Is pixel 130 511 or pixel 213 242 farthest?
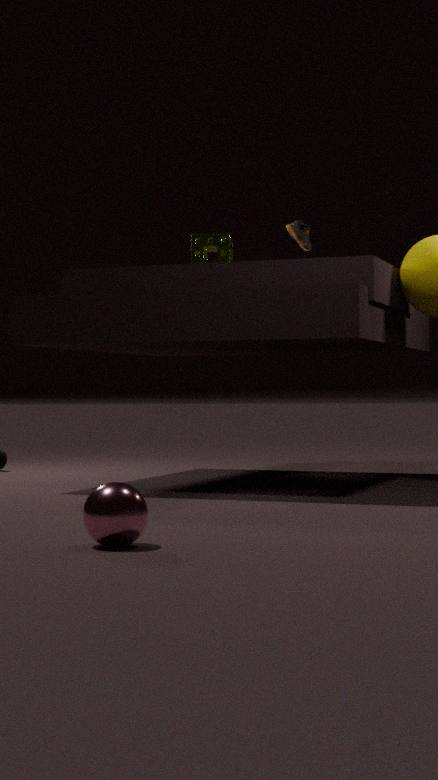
pixel 213 242
